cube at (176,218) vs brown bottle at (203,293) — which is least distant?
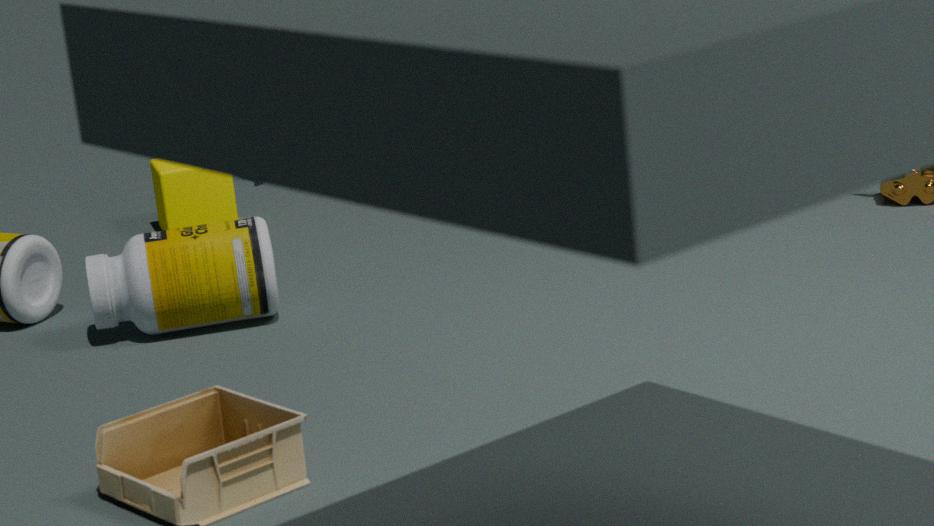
brown bottle at (203,293)
